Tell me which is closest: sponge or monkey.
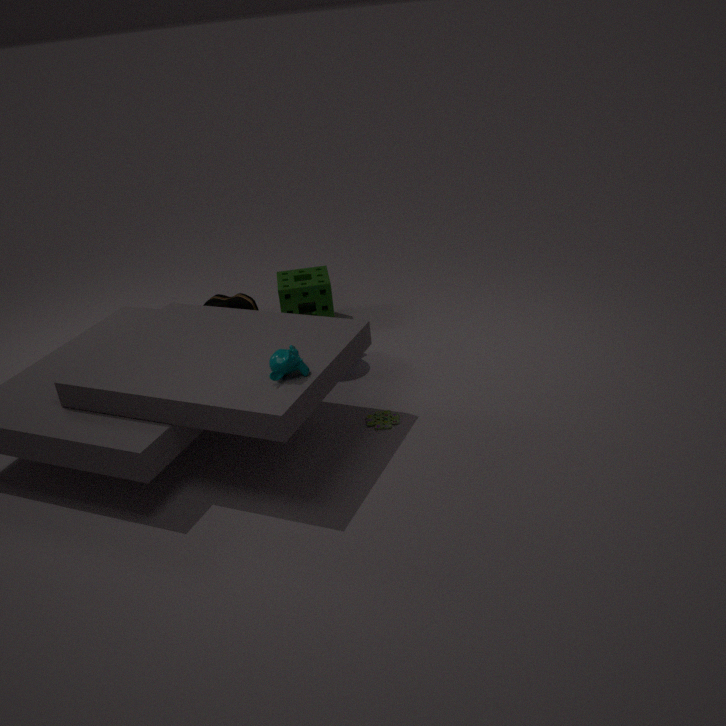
monkey
